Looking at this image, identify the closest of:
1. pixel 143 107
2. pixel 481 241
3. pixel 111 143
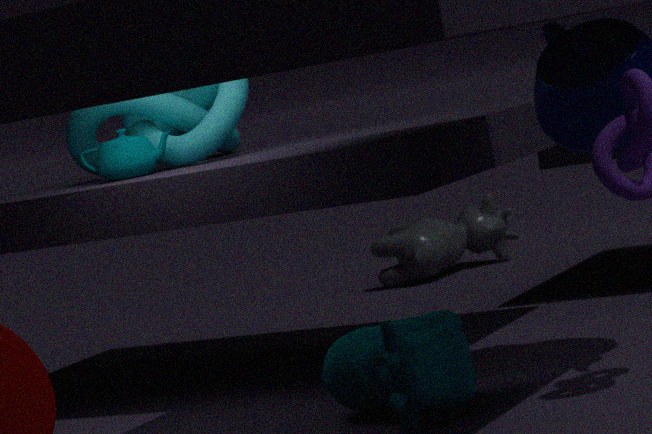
pixel 111 143
